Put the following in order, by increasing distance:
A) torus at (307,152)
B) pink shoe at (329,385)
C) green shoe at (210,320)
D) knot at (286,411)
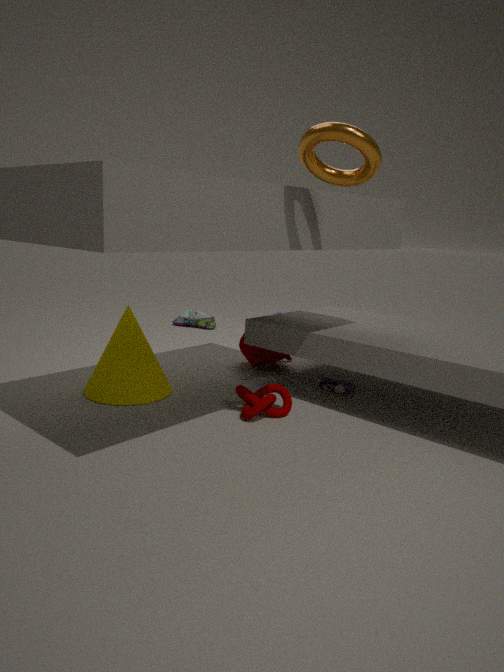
torus at (307,152) → knot at (286,411) → pink shoe at (329,385) → green shoe at (210,320)
